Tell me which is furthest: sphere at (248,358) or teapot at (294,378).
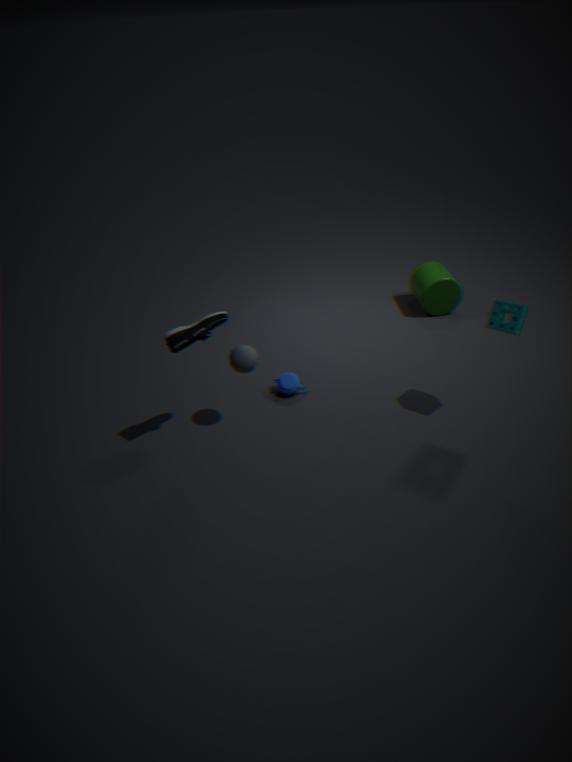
teapot at (294,378)
